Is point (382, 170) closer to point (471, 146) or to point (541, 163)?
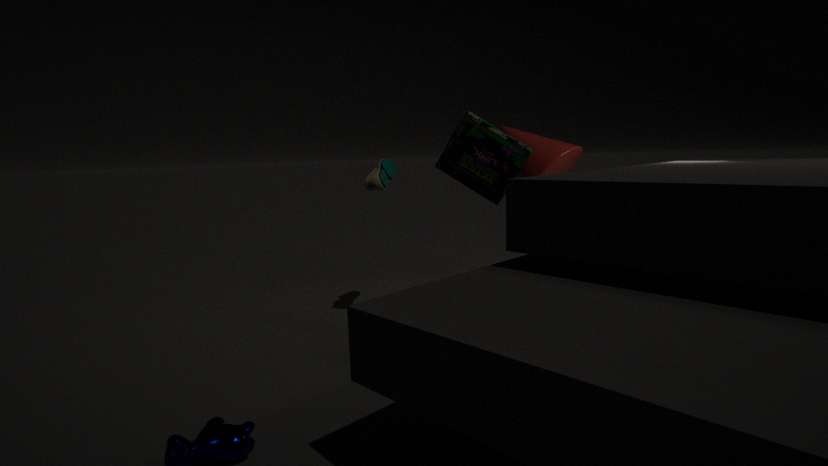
point (541, 163)
